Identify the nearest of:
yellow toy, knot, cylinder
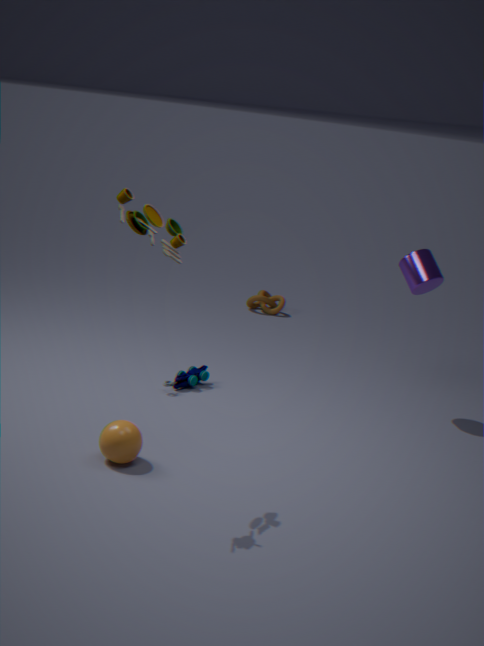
yellow toy
